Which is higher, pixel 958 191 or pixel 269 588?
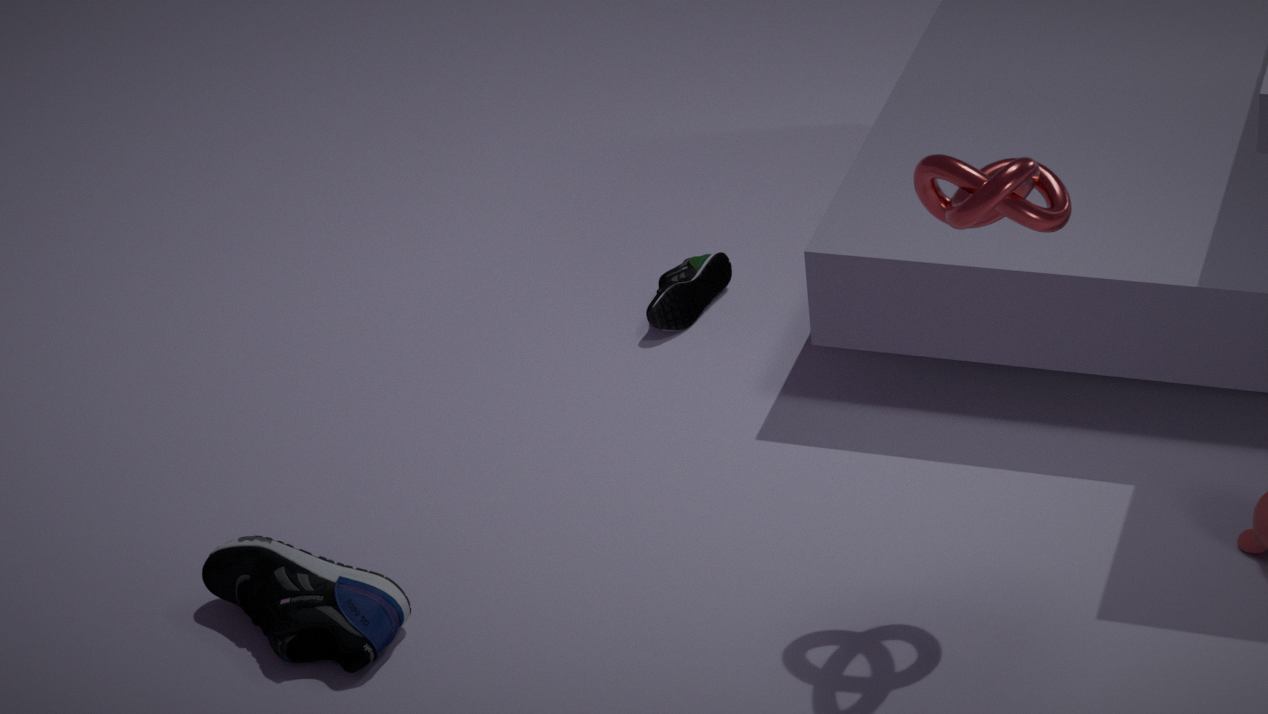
pixel 958 191
